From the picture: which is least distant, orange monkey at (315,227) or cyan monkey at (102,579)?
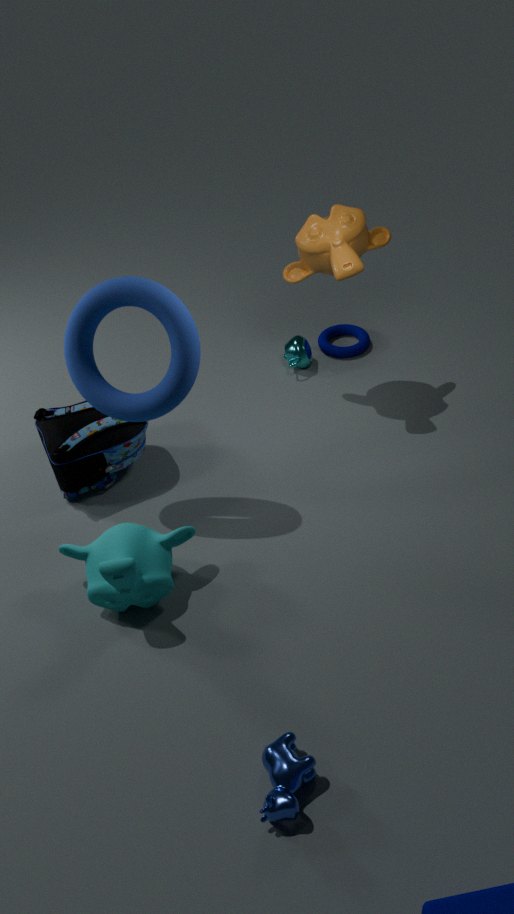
cyan monkey at (102,579)
